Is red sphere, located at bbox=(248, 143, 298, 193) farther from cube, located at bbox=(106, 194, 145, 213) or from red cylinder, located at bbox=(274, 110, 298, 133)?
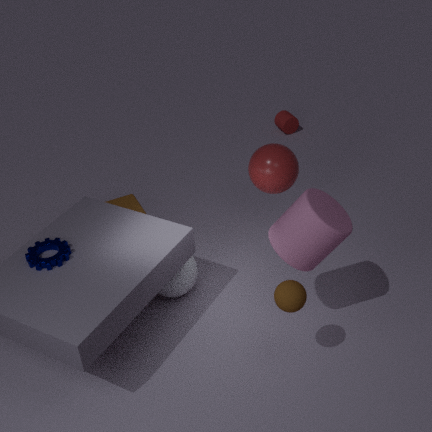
red cylinder, located at bbox=(274, 110, 298, 133)
